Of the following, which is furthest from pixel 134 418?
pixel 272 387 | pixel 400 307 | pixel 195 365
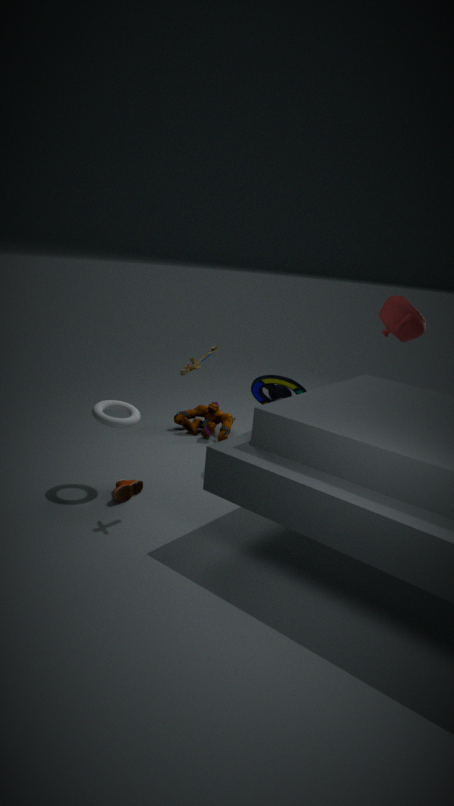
pixel 400 307
